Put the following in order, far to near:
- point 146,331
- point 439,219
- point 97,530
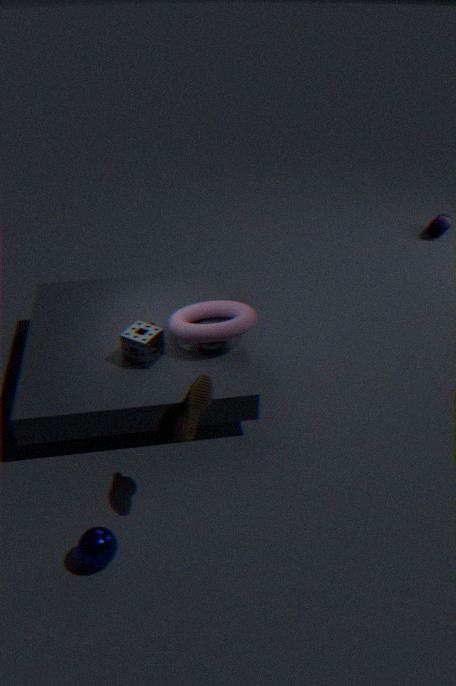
point 439,219
point 146,331
point 97,530
